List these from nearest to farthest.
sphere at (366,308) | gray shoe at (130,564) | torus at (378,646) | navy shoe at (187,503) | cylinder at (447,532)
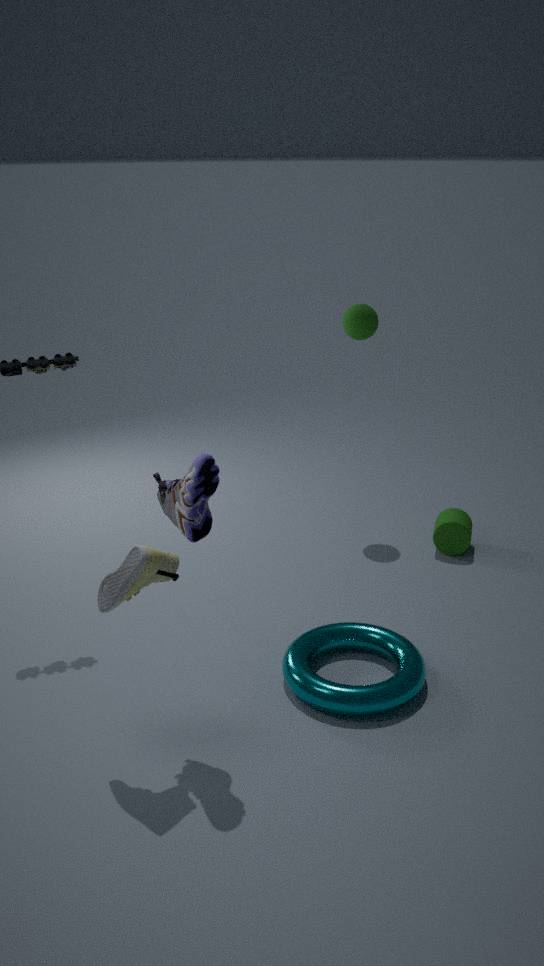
gray shoe at (130,564), navy shoe at (187,503), torus at (378,646), cylinder at (447,532), sphere at (366,308)
